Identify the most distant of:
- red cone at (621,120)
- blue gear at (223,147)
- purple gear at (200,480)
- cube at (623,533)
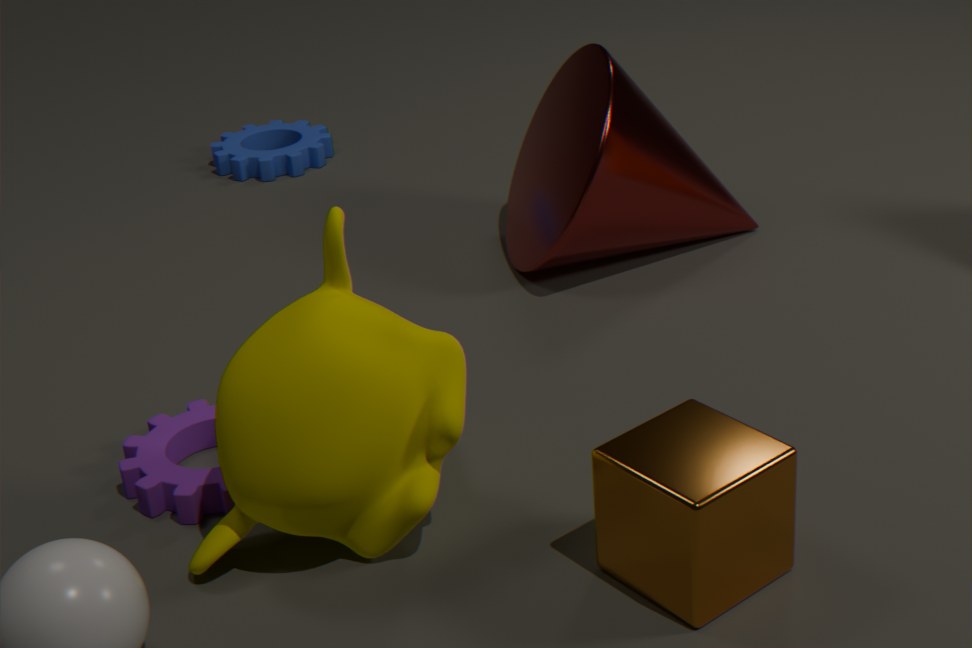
blue gear at (223,147)
